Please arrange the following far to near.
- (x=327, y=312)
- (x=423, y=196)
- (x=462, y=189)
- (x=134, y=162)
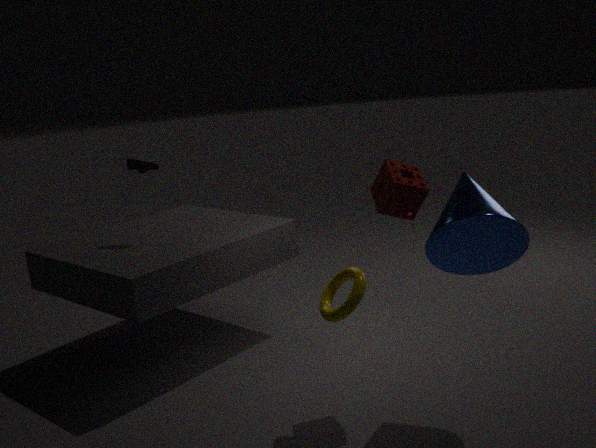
1. (x=134, y=162)
2. (x=423, y=196)
3. (x=462, y=189)
4. (x=327, y=312)
